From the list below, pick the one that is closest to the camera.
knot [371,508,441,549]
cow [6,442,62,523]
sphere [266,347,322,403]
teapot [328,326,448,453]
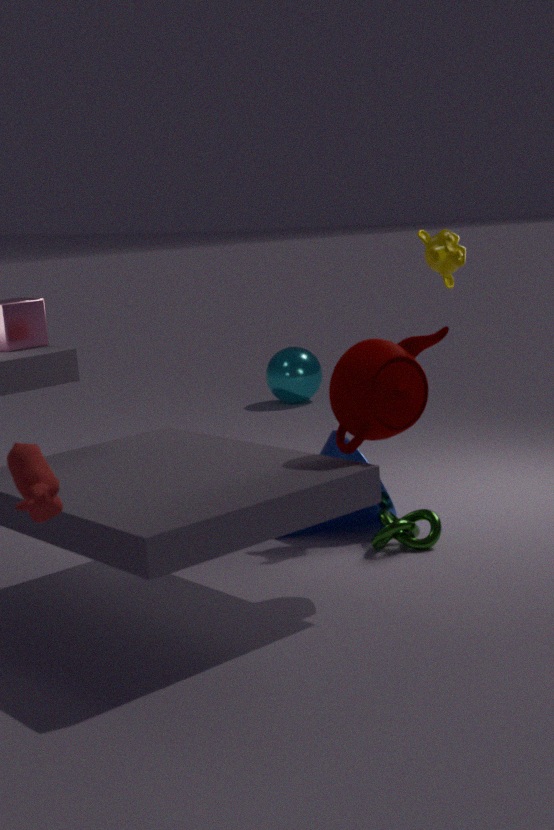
cow [6,442,62,523]
